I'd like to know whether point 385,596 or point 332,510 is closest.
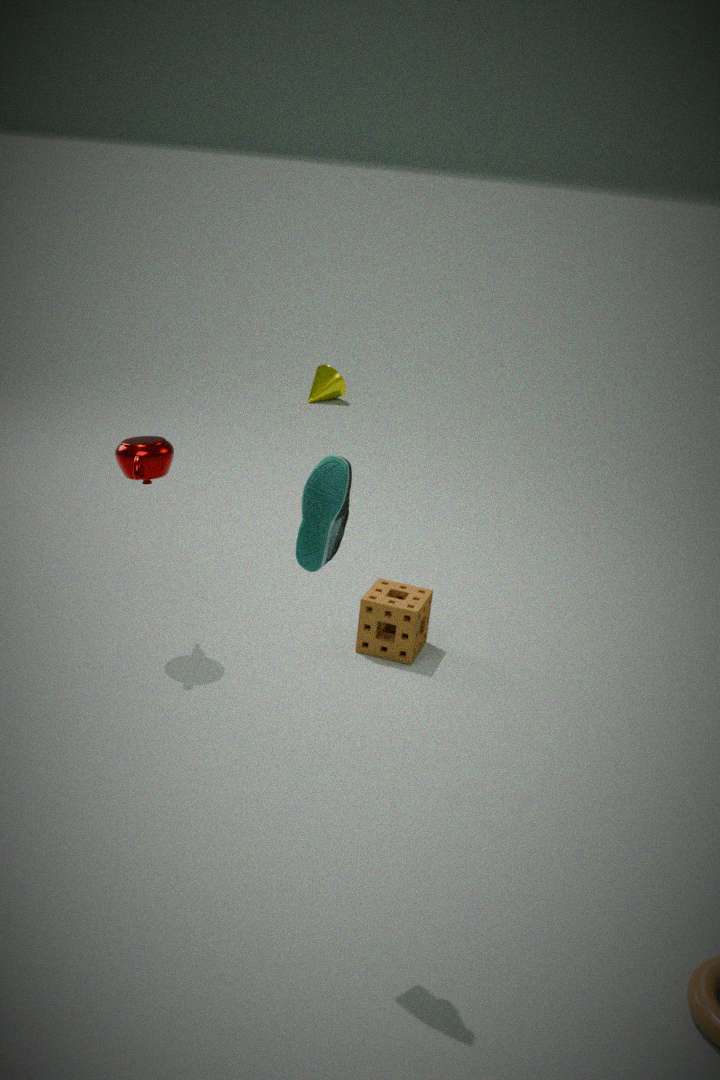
point 332,510
